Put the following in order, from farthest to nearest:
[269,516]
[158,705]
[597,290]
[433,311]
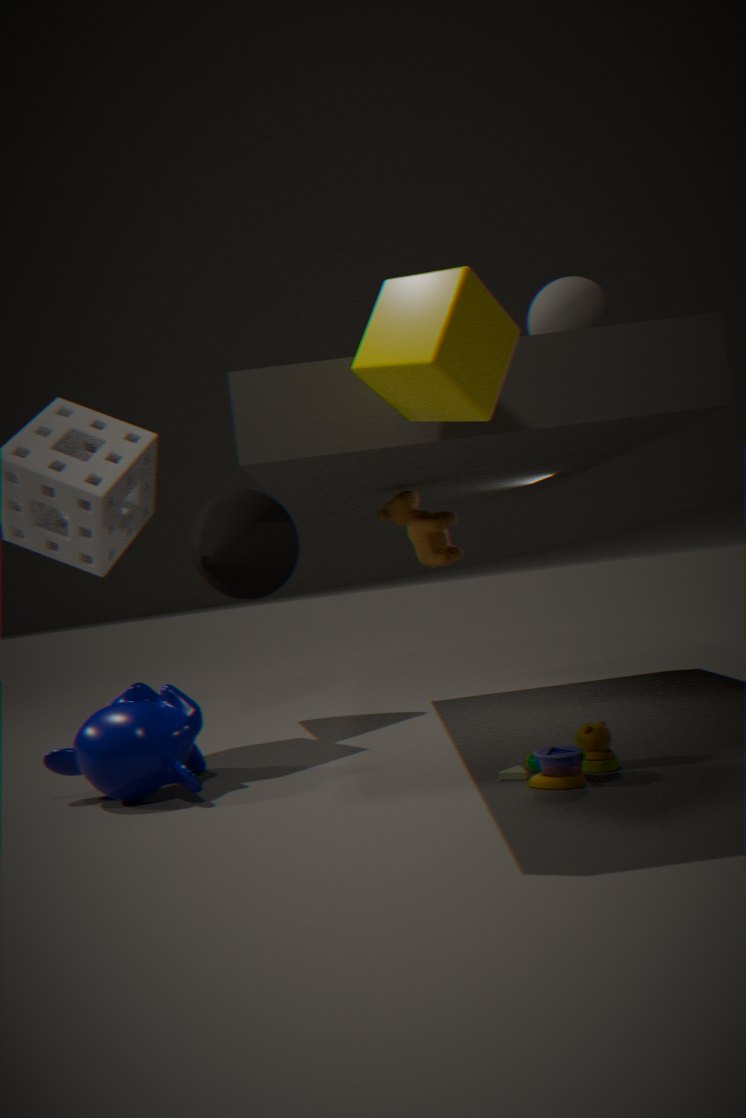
1. [269,516]
2. [158,705]
3. [597,290]
4. [433,311]
